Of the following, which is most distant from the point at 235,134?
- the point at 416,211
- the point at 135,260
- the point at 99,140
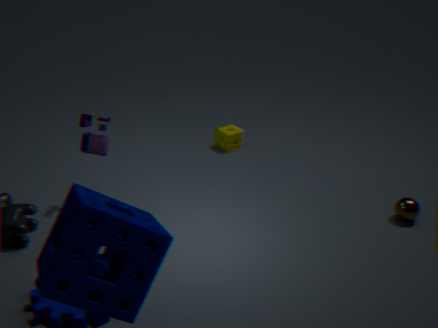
the point at 135,260
